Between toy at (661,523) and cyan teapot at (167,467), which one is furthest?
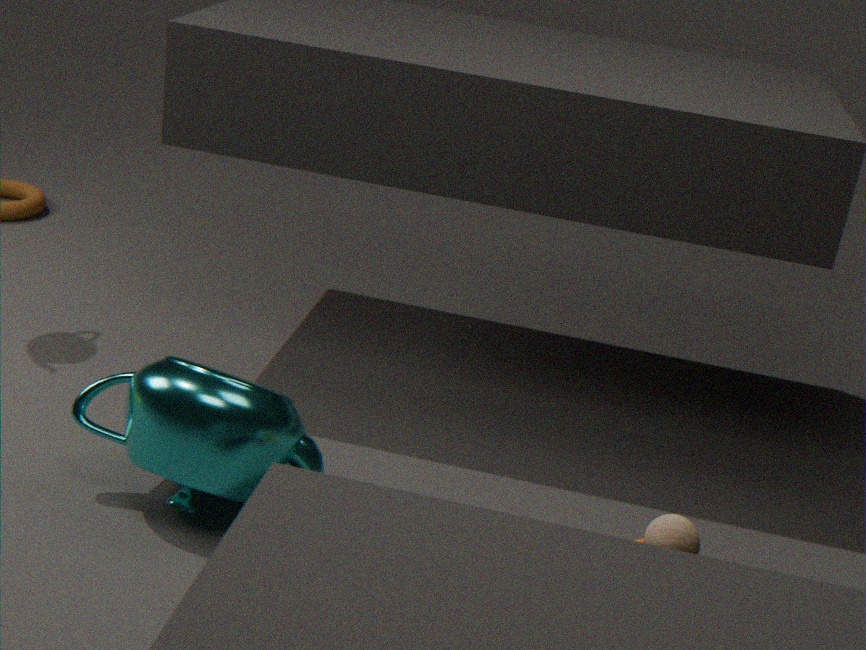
cyan teapot at (167,467)
